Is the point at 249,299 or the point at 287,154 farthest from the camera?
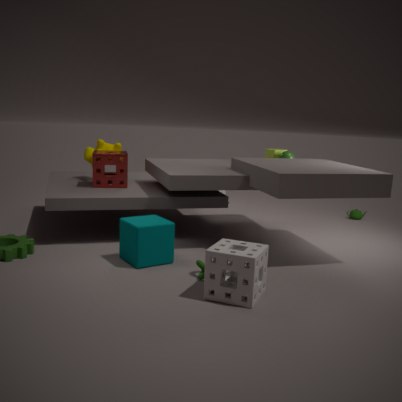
the point at 287,154
